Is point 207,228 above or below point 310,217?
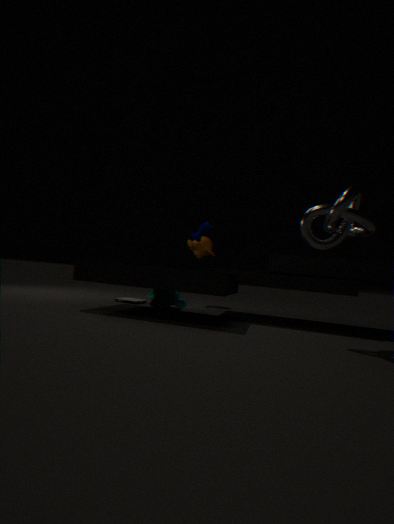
below
